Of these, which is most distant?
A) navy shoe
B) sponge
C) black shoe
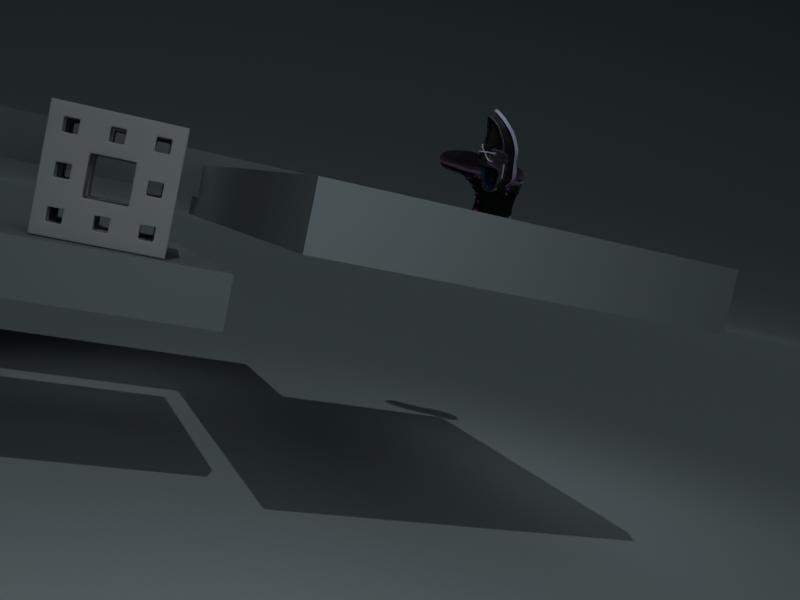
navy shoe
